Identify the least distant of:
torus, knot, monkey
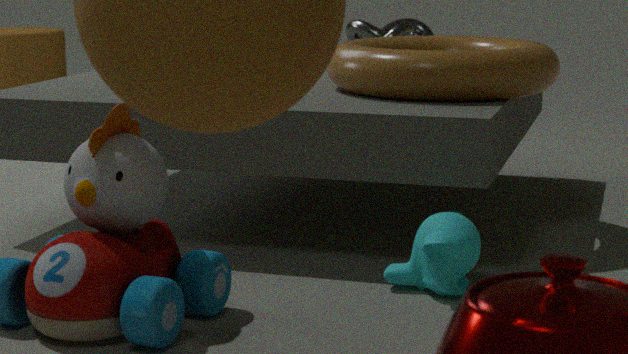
monkey
